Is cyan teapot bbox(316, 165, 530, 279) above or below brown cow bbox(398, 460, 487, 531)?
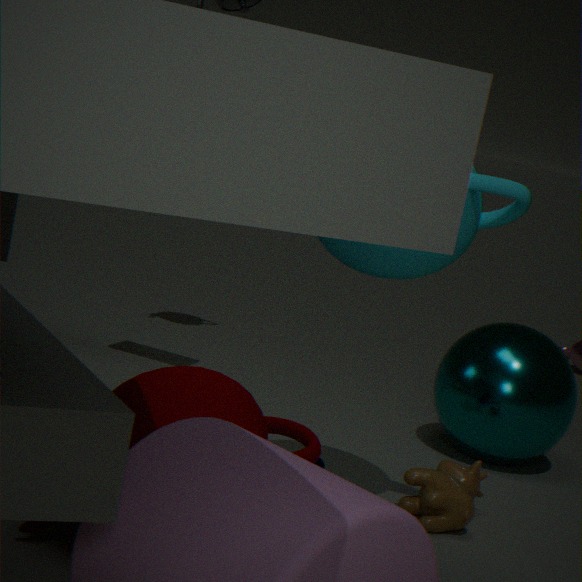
above
